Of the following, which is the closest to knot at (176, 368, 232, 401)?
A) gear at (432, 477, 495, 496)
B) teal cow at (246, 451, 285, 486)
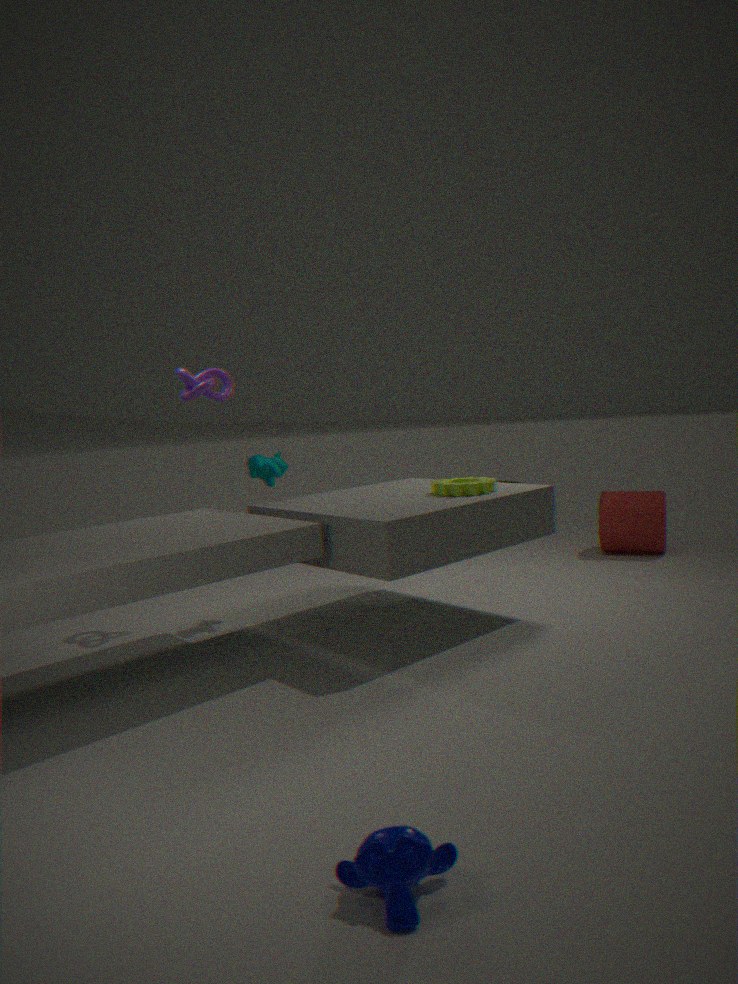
teal cow at (246, 451, 285, 486)
